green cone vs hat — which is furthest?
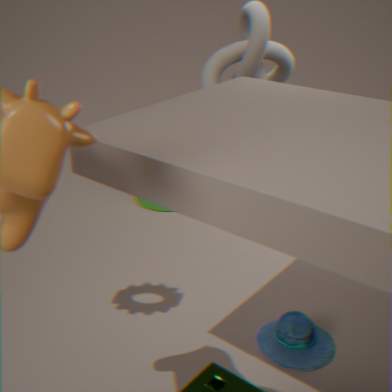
green cone
